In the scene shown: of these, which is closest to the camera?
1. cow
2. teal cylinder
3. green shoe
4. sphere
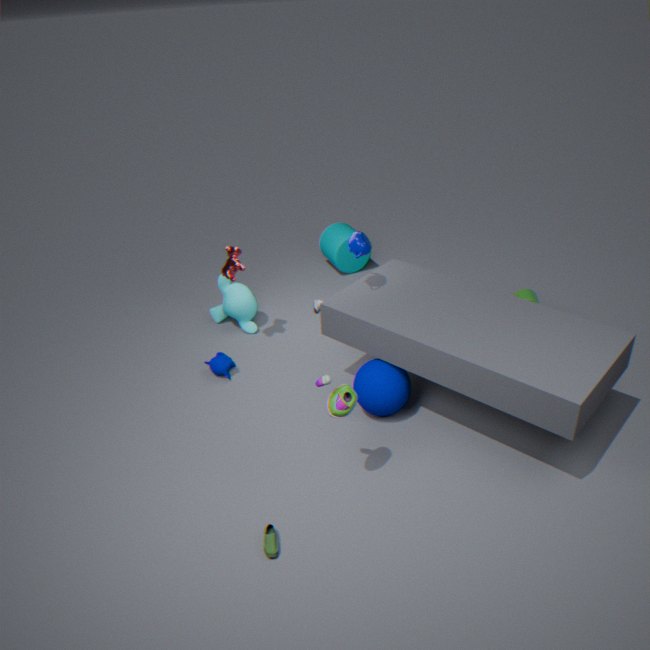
green shoe
